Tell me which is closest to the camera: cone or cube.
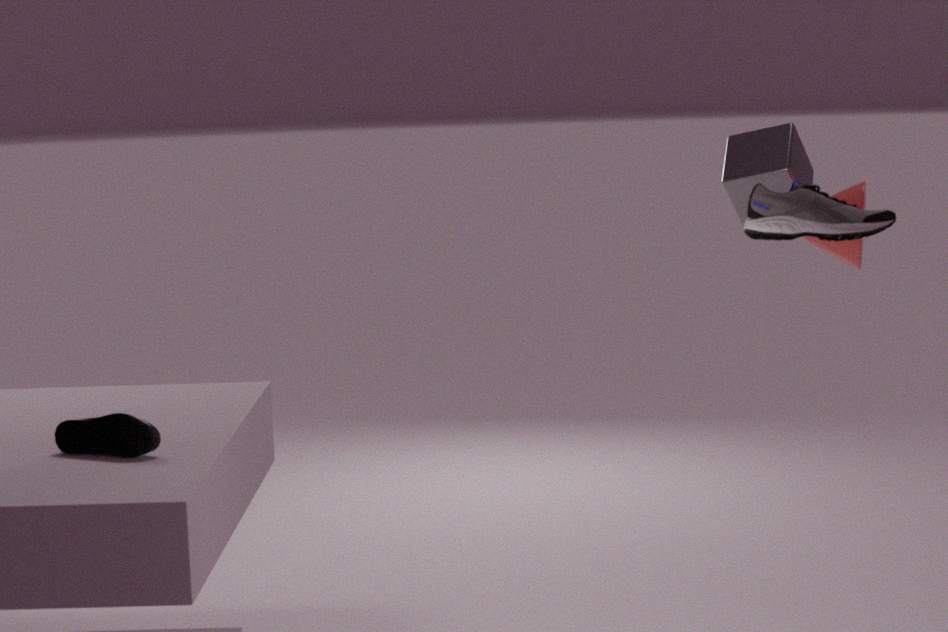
cone
